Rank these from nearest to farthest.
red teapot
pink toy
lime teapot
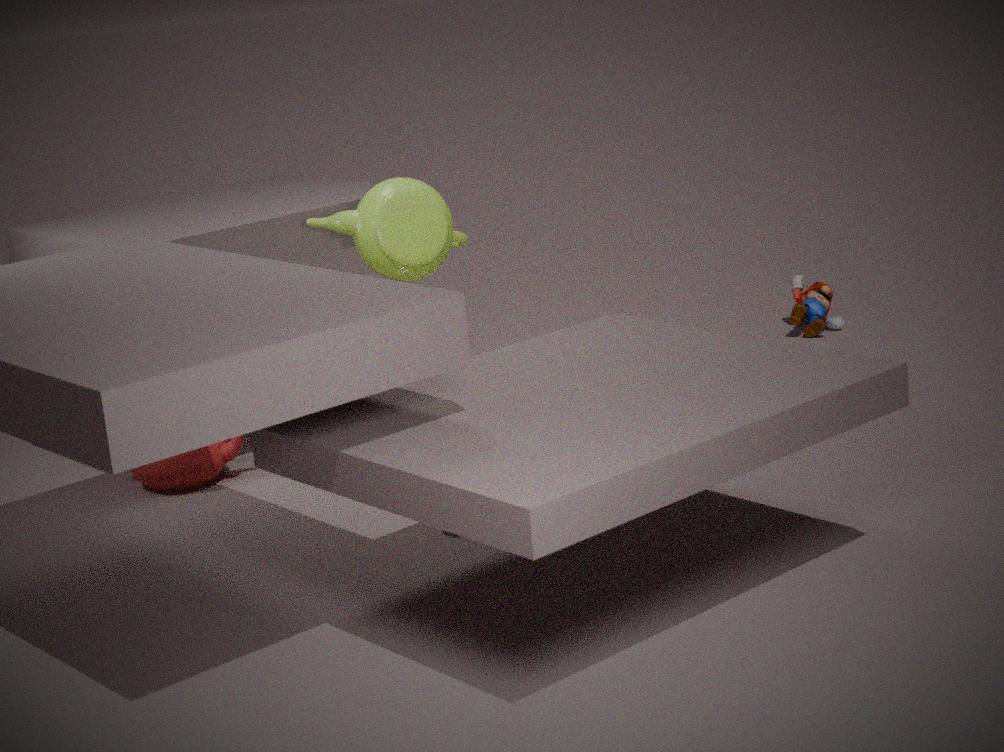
lime teapot → red teapot → pink toy
